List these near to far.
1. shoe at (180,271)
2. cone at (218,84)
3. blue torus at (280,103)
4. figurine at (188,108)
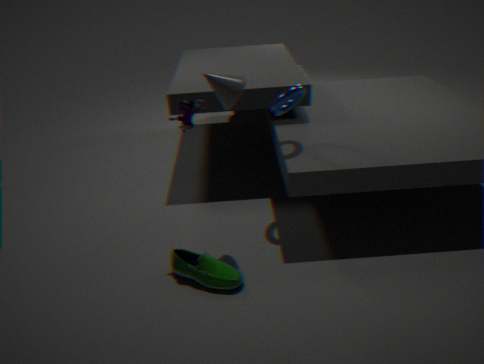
figurine at (188,108)
cone at (218,84)
shoe at (180,271)
blue torus at (280,103)
